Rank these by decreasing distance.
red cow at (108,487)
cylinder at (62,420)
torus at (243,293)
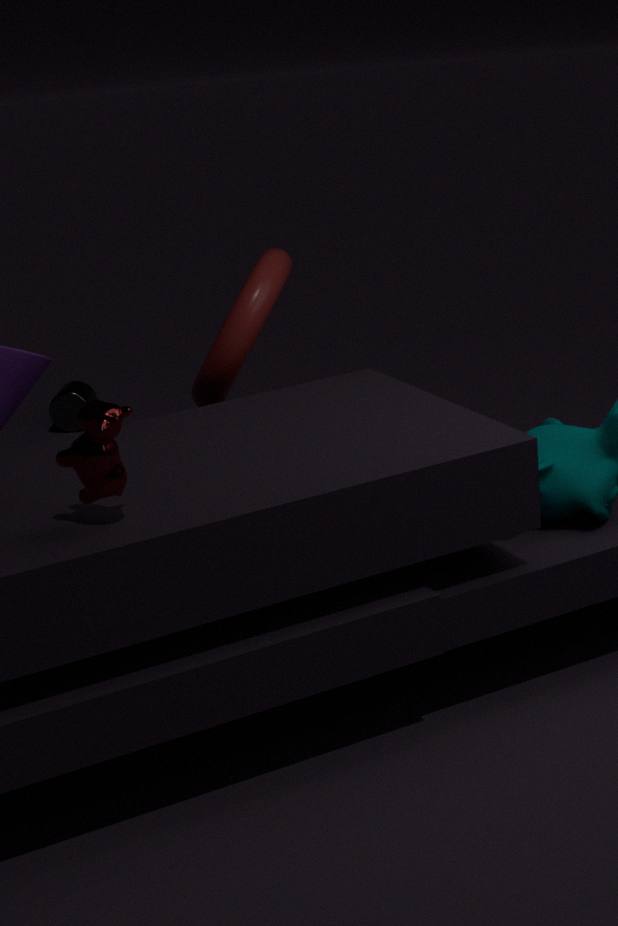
cylinder at (62,420) < torus at (243,293) < red cow at (108,487)
